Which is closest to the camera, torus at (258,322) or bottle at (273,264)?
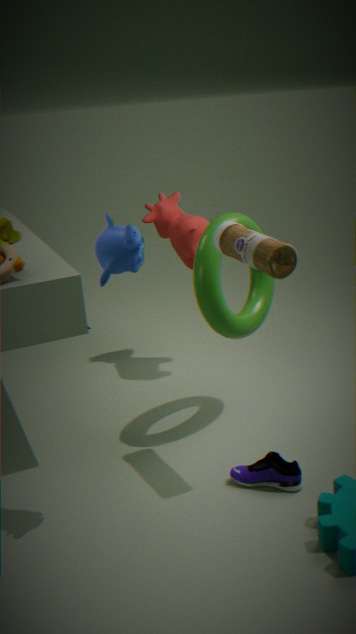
bottle at (273,264)
